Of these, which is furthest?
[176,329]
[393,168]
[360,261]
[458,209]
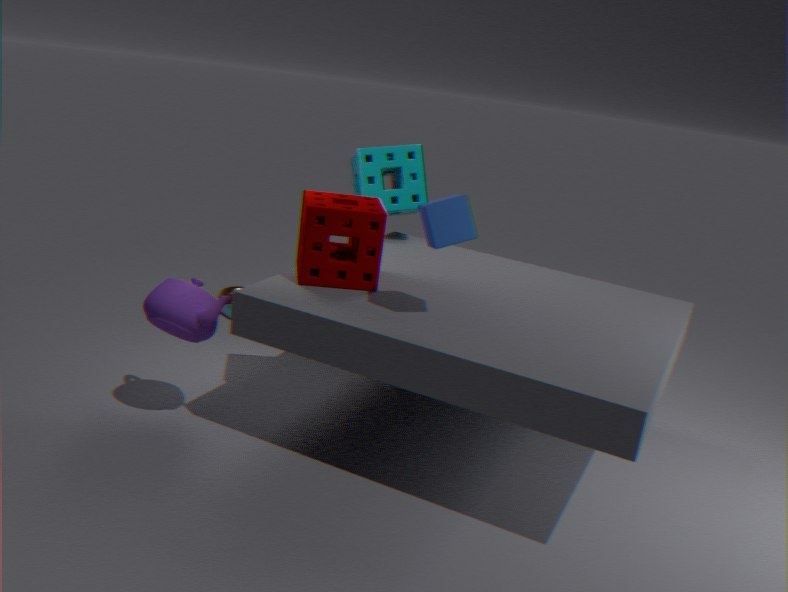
[393,168]
